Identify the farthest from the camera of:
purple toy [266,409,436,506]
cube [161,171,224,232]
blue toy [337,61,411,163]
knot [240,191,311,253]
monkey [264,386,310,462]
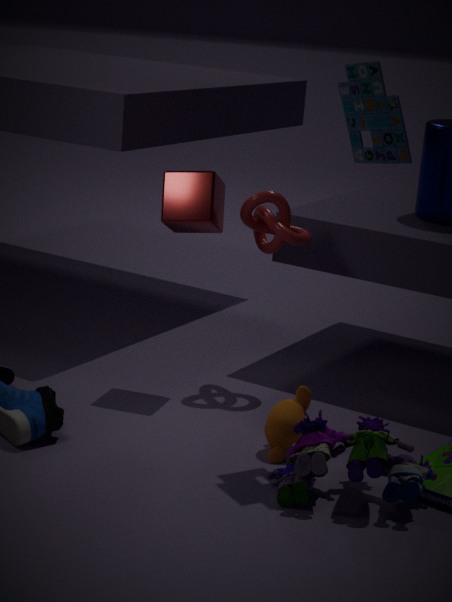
knot [240,191,311,253]
